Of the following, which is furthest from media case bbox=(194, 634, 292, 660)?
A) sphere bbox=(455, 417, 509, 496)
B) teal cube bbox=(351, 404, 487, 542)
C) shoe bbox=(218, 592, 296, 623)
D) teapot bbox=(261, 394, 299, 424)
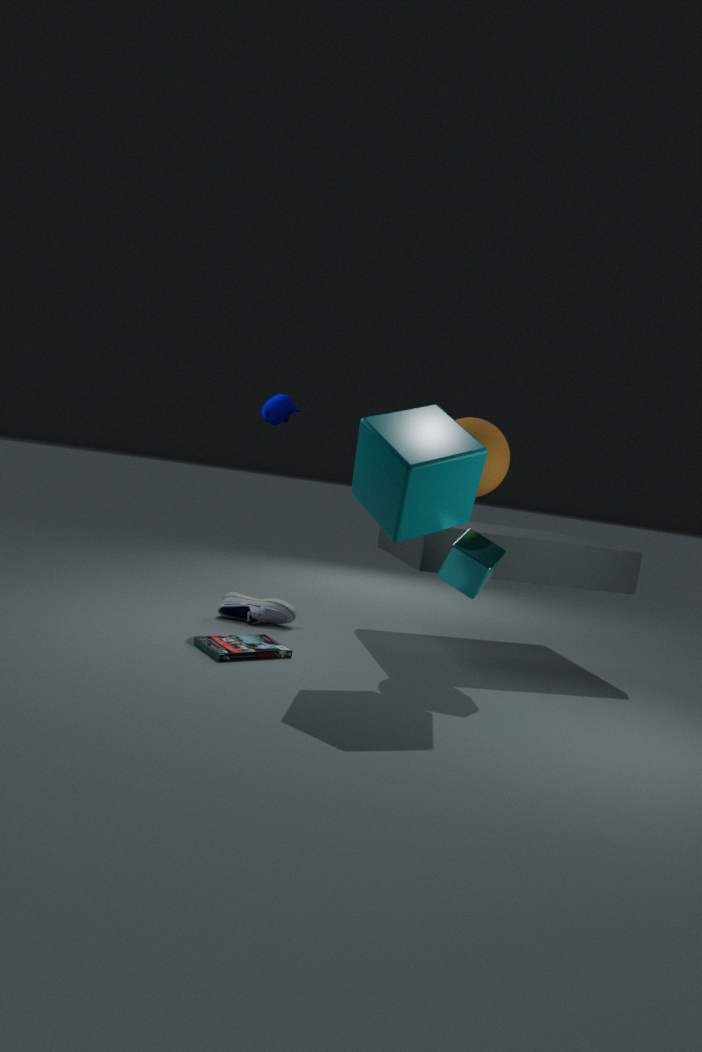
teapot bbox=(261, 394, 299, 424)
